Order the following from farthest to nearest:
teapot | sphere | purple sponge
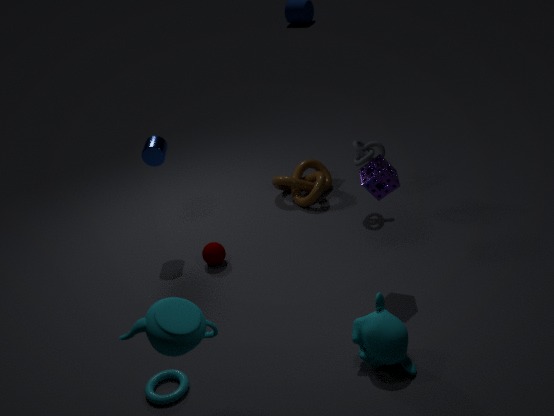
sphere, purple sponge, teapot
